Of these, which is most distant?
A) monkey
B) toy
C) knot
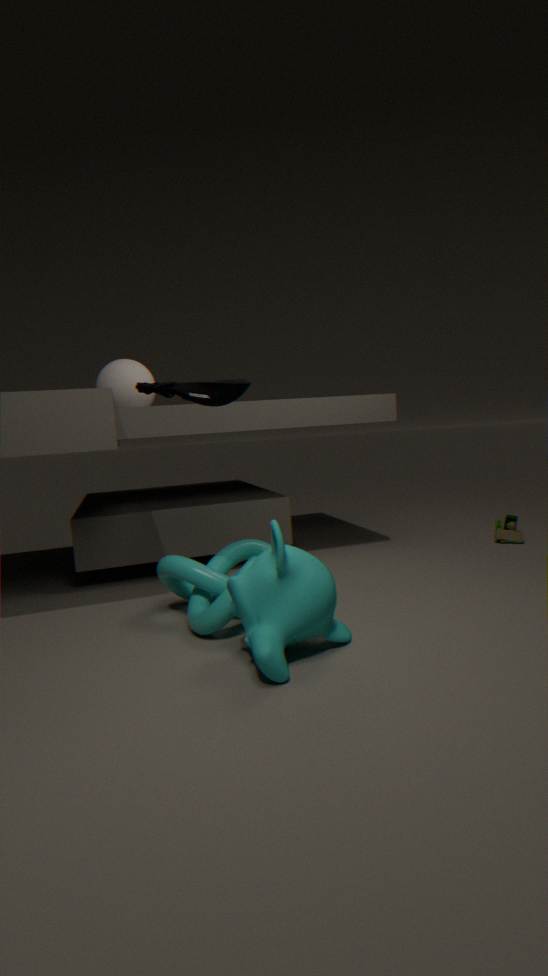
toy
